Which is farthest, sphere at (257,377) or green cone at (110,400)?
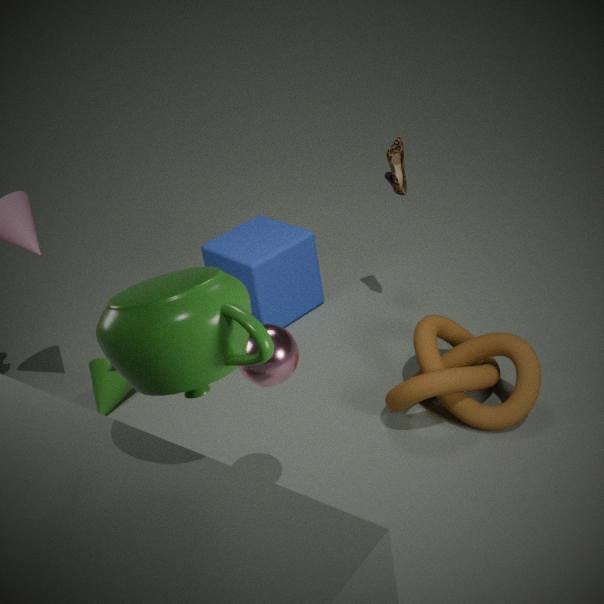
green cone at (110,400)
